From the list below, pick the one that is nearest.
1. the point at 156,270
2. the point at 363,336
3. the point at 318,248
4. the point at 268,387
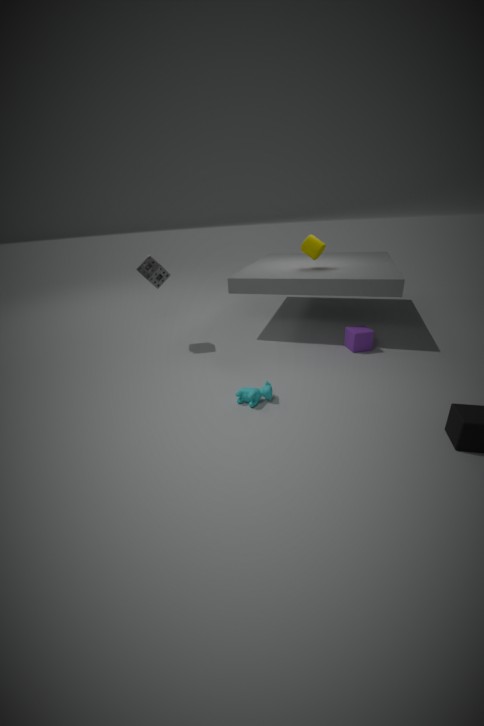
the point at 268,387
